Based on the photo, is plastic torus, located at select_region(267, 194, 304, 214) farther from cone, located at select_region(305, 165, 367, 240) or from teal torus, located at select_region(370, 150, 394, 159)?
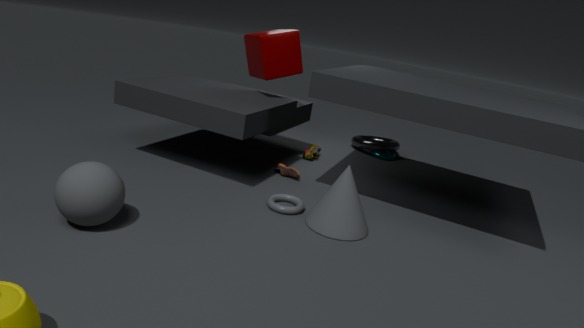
teal torus, located at select_region(370, 150, 394, 159)
